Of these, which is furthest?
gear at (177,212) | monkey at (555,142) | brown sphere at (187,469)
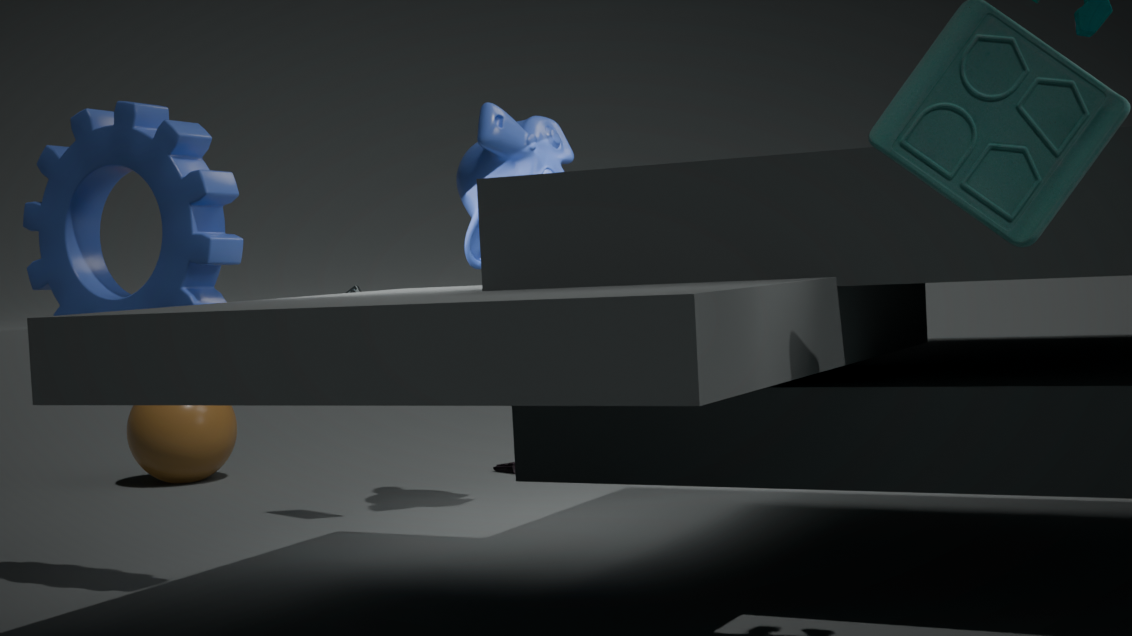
brown sphere at (187,469)
